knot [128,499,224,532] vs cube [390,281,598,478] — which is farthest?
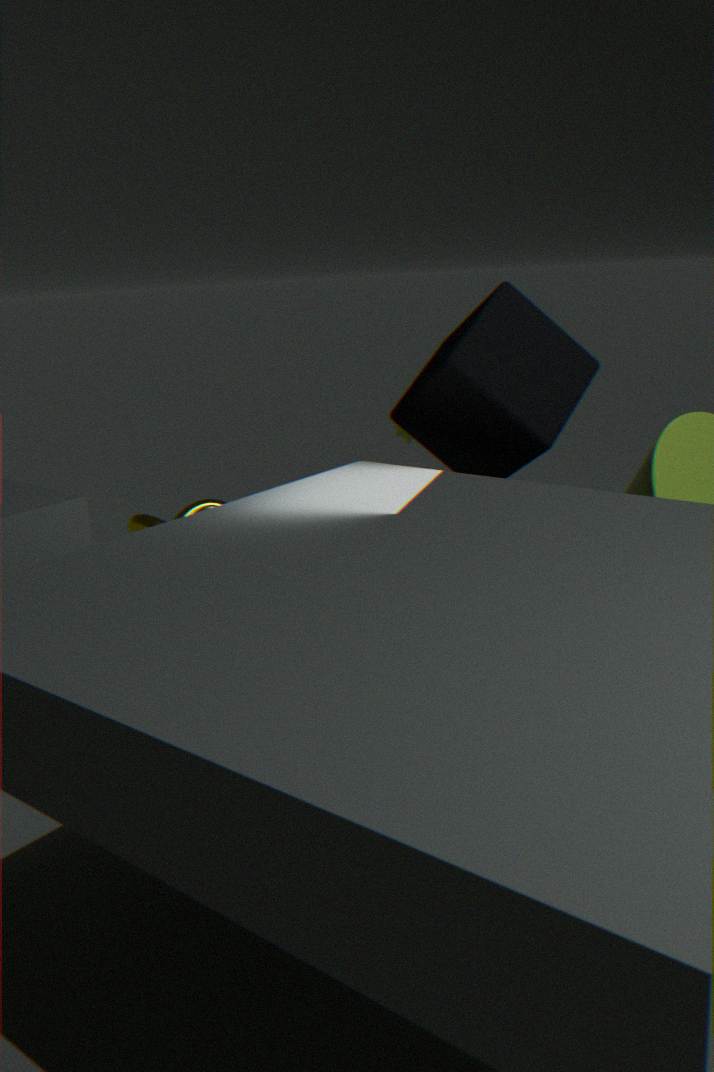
knot [128,499,224,532]
